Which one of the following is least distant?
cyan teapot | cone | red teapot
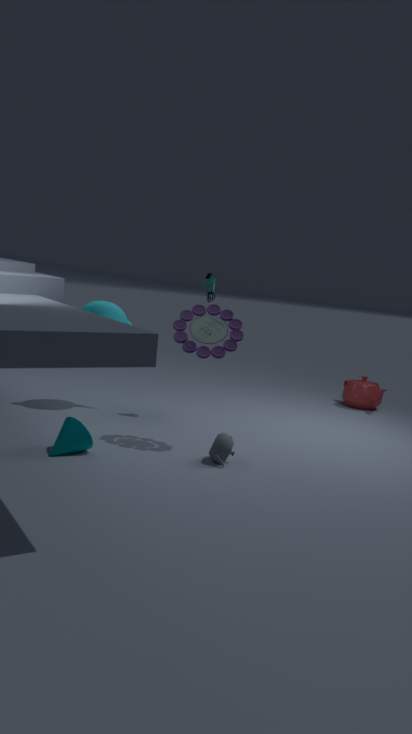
cone
